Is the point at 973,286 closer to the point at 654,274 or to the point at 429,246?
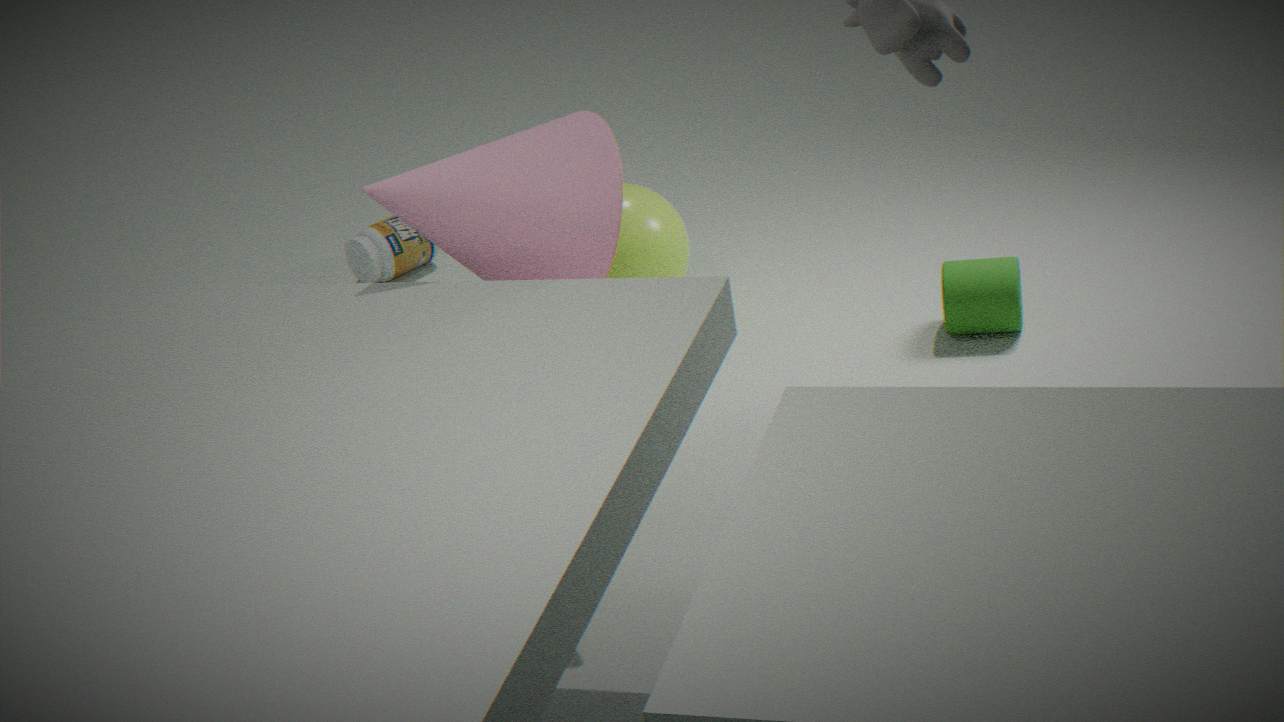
the point at 654,274
